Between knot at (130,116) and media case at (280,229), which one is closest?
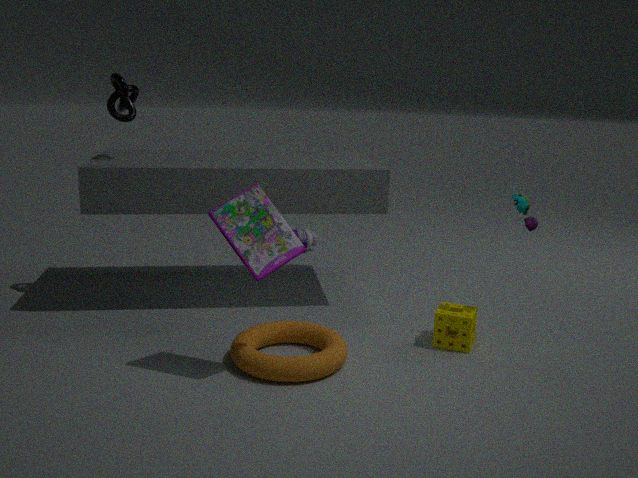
media case at (280,229)
